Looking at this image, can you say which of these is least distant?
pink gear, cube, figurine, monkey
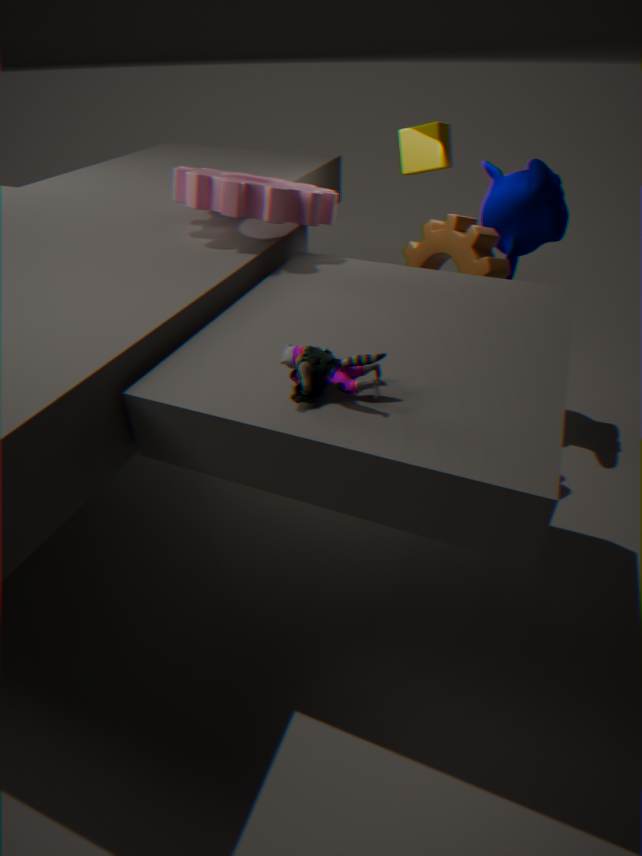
figurine
